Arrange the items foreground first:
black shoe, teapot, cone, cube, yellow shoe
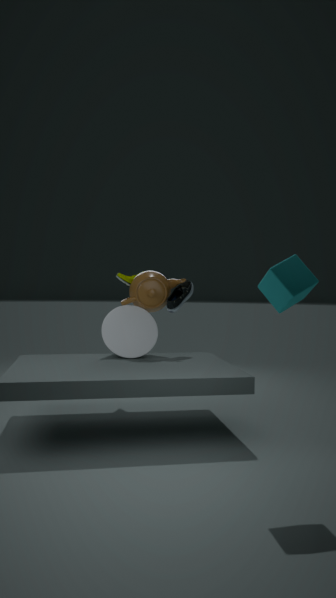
cube < cone < black shoe < teapot < yellow shoe
